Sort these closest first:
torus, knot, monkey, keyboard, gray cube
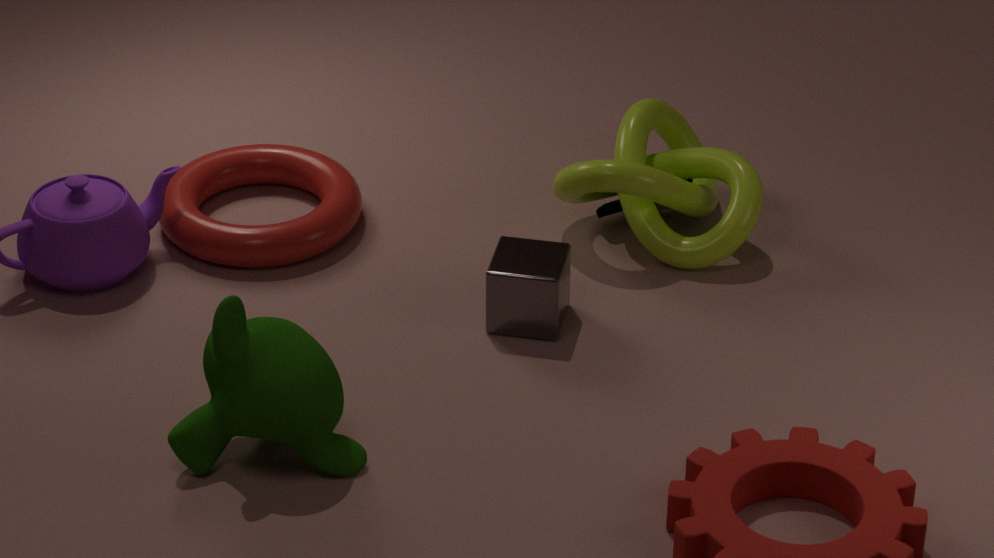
monkey
gray cube
knot
torus
keyboard
